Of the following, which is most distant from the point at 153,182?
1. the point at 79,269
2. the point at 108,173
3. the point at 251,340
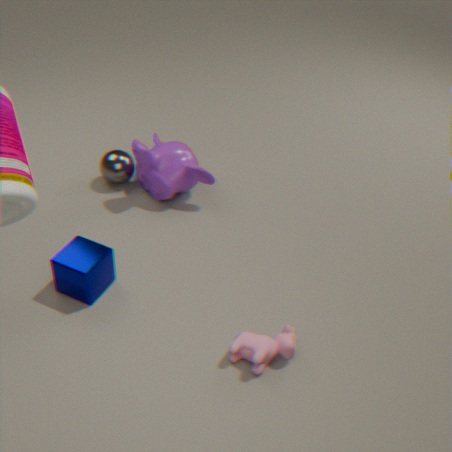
the point at 251,340
